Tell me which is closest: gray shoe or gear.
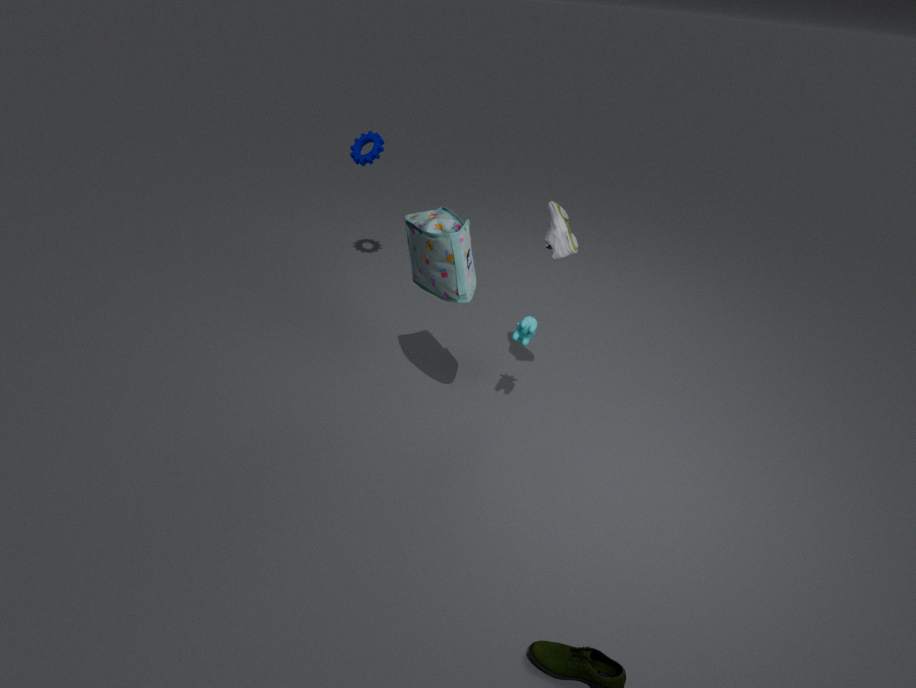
gray shoe
